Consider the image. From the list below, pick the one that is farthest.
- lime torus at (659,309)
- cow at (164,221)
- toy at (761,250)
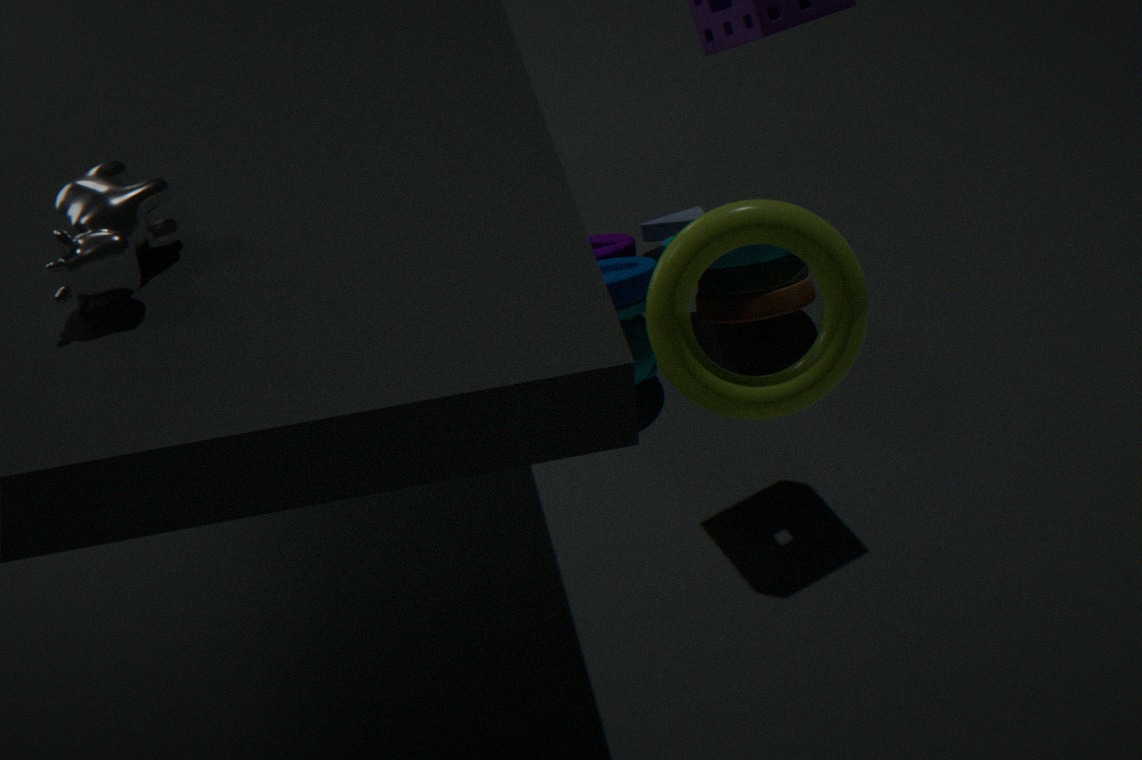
toy at (761,250)
